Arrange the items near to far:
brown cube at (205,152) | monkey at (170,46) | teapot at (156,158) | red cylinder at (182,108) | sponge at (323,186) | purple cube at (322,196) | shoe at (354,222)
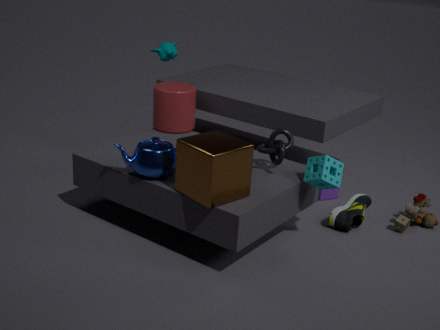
brown cube at (205,152) < teapot at (156,158) < sponge at (323,186) < shoe at (354,222) < red cylinder at (182,108) < monkey at (170,46) < purple cube at (322,196)
